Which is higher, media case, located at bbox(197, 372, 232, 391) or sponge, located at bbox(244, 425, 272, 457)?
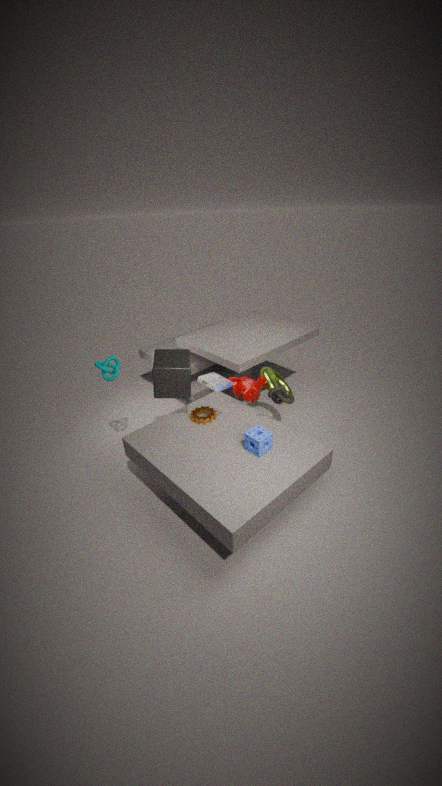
media case, located at bbox(197, 372, 232, 391)
